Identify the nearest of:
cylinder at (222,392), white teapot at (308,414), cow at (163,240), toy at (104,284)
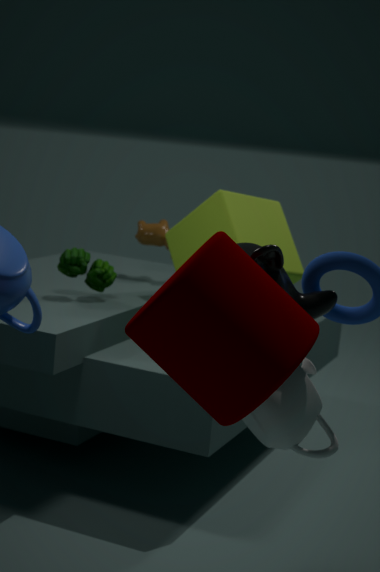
cylinder at (222,392)
